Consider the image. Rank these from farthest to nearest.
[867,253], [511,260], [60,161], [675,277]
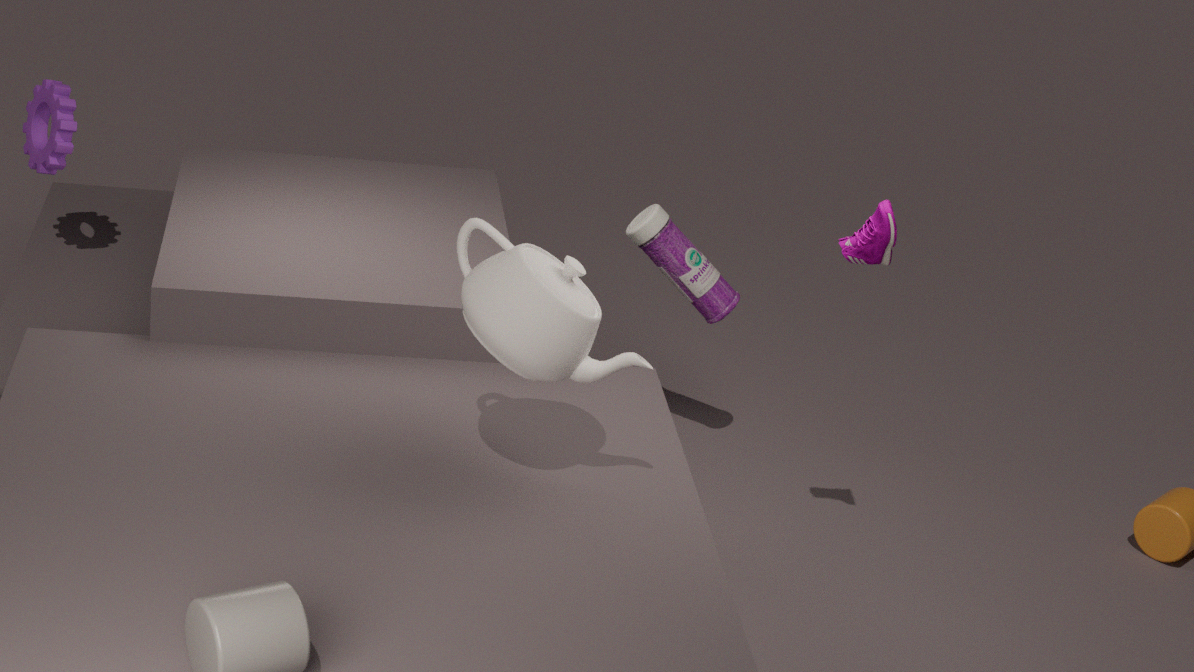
[675,277]
[60,161]
[867,253]
[511,260]
